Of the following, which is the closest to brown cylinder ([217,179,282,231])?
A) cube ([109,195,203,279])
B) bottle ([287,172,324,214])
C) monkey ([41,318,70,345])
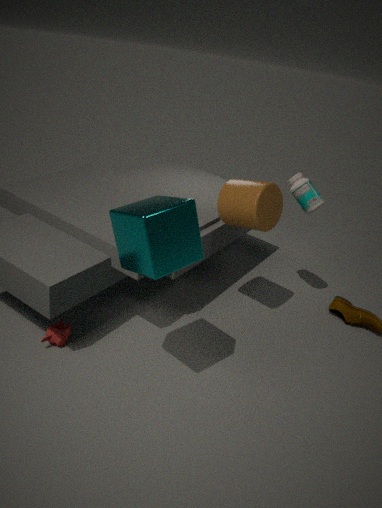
bottle ([287,172,324,214])
